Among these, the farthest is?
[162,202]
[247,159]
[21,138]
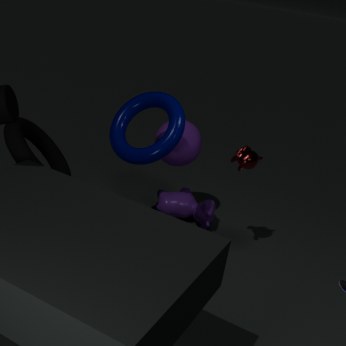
[162,202]
